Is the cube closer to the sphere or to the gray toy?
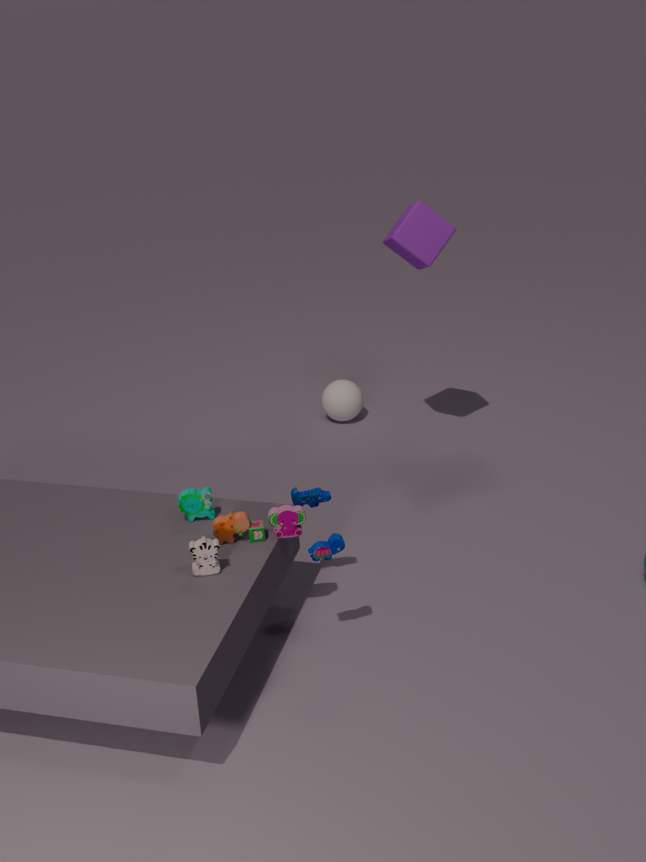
the sphere
